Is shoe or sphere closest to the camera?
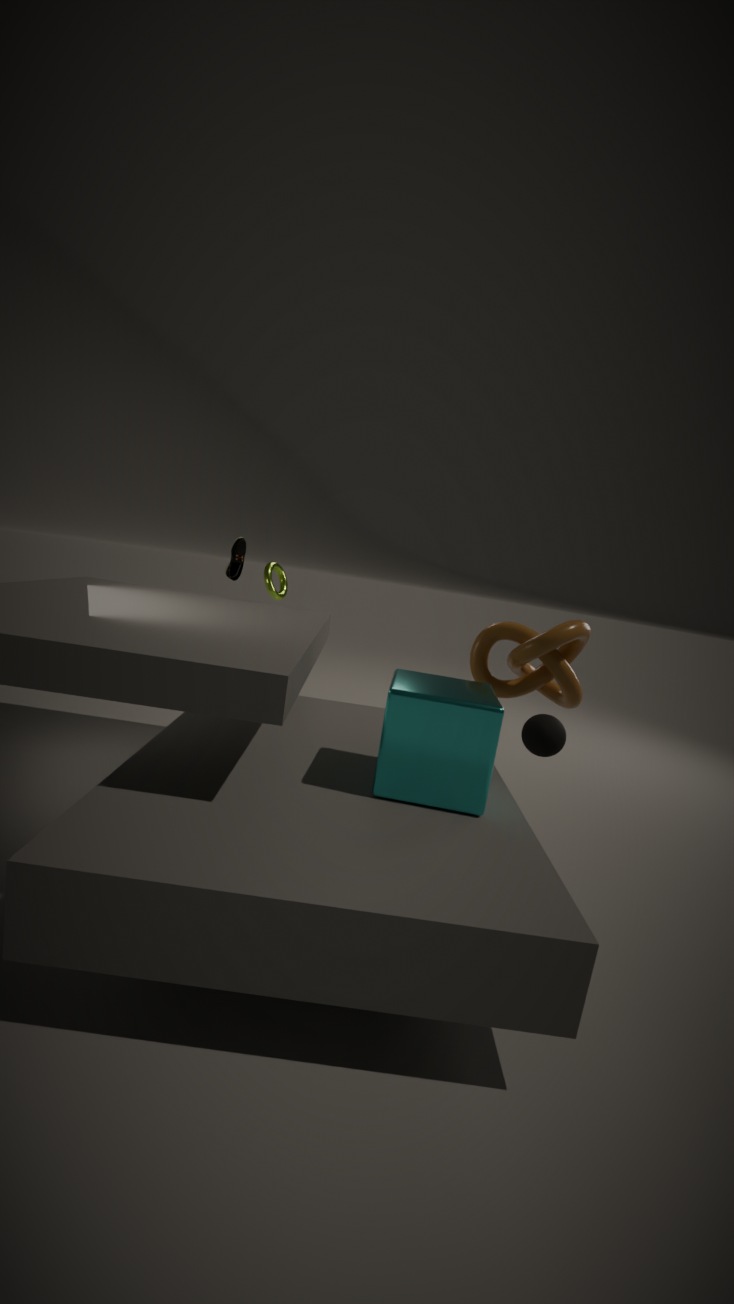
sphere
